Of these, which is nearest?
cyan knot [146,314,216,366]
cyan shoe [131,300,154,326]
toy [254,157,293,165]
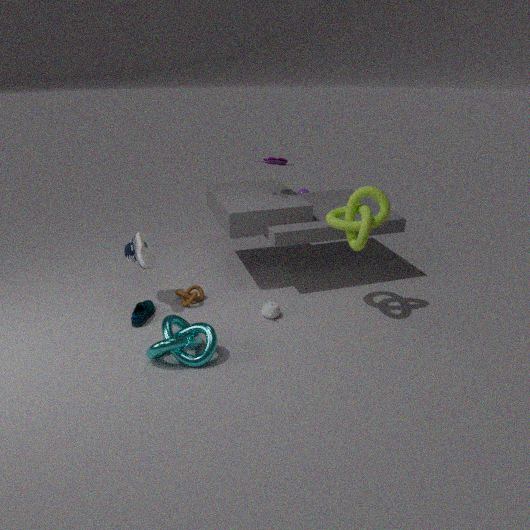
cyan knot [146,314,216,366]
